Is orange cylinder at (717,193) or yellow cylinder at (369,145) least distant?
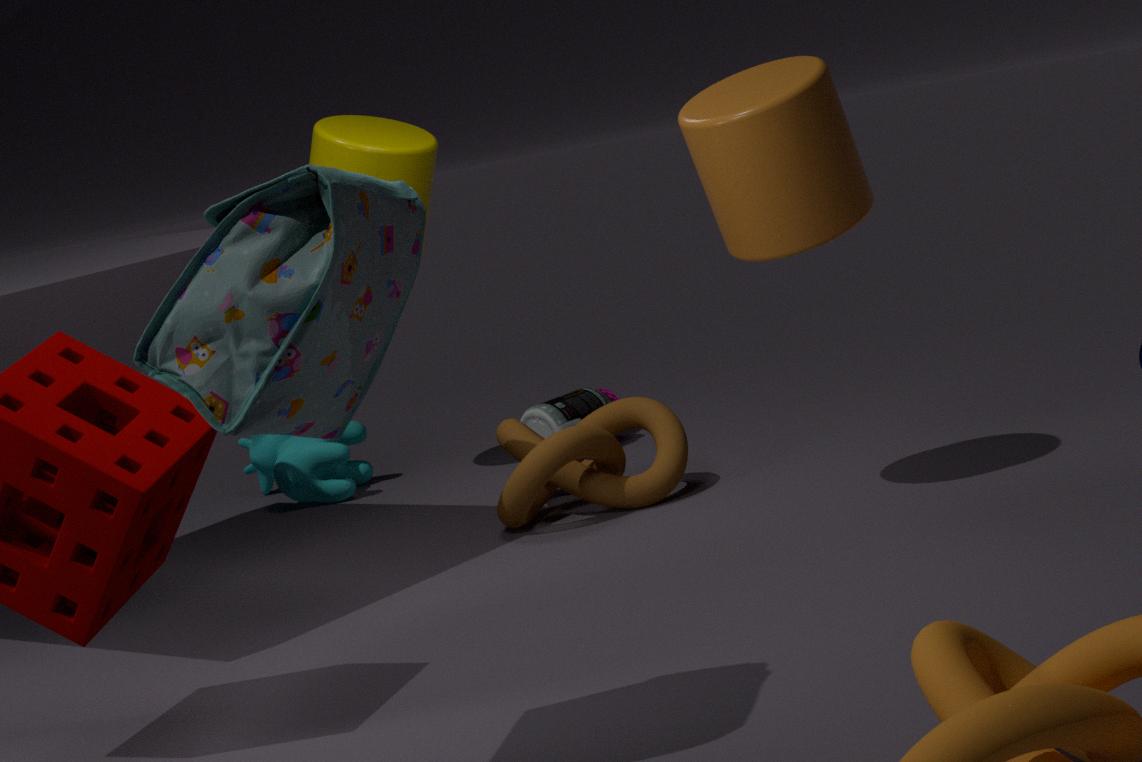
orange cylinder at (717,193)
